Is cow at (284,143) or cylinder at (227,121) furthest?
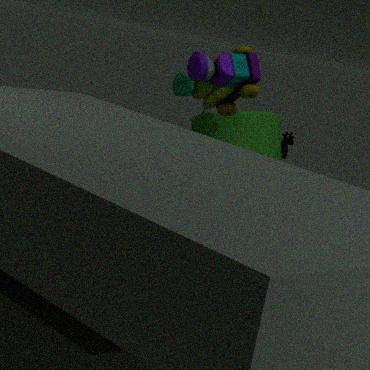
cow at (284,143)
